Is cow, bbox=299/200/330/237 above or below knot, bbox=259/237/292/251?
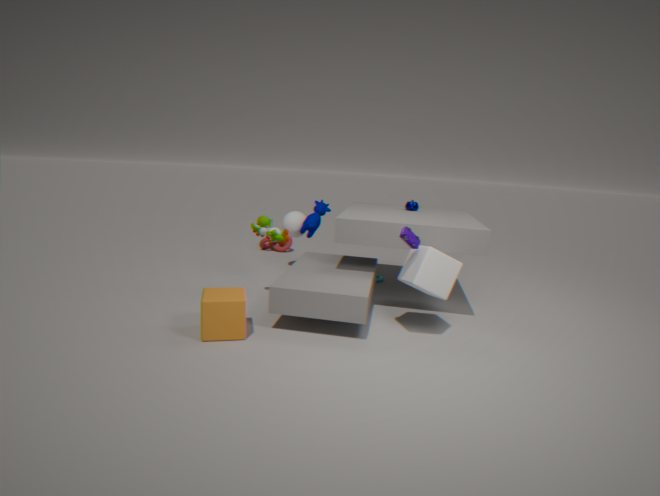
above
